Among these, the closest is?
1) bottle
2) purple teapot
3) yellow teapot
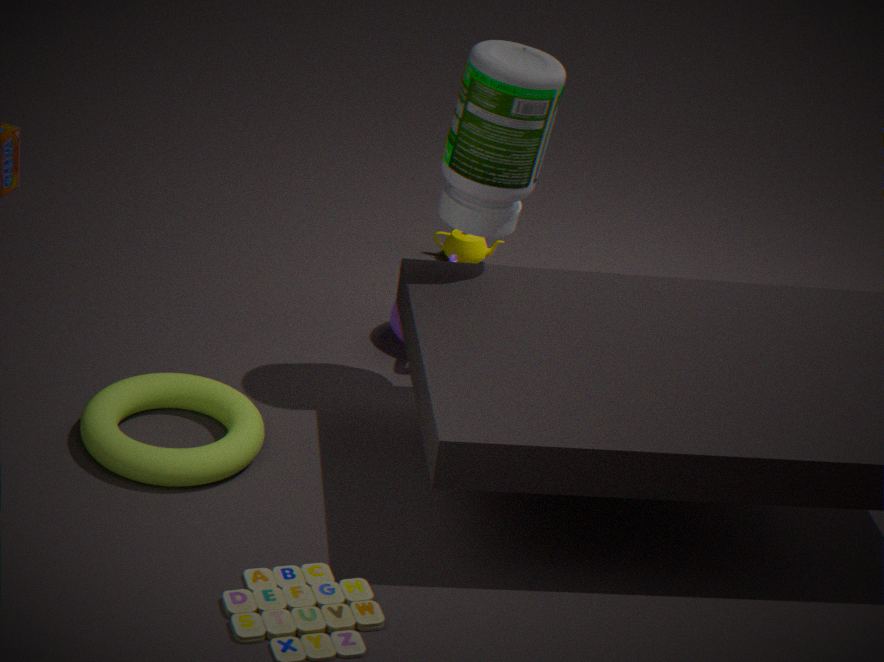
1. bottle
